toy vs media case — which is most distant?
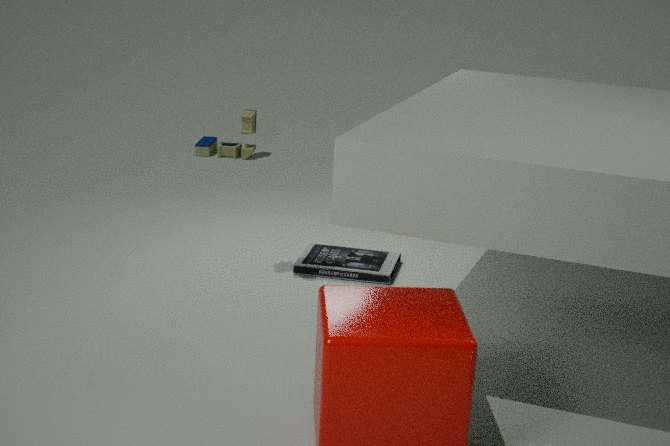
toy
